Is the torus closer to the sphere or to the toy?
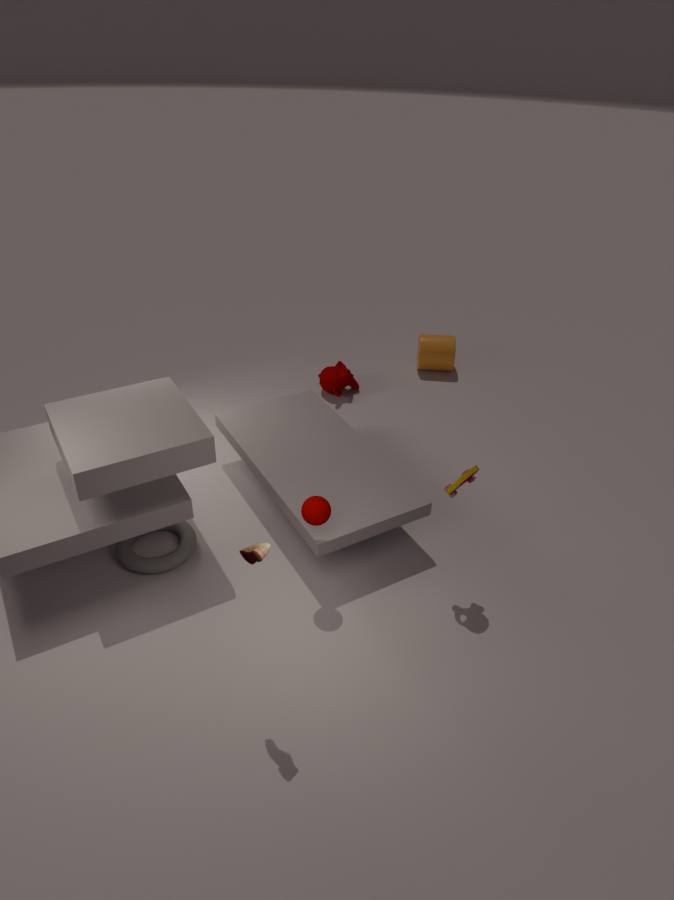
the sphere
